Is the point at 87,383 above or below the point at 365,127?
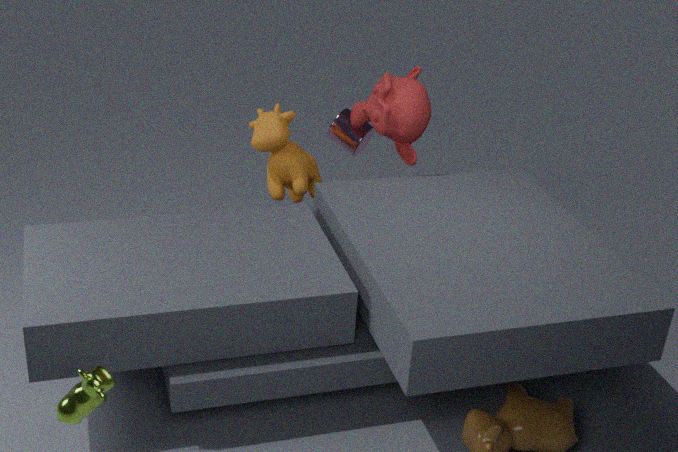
below
